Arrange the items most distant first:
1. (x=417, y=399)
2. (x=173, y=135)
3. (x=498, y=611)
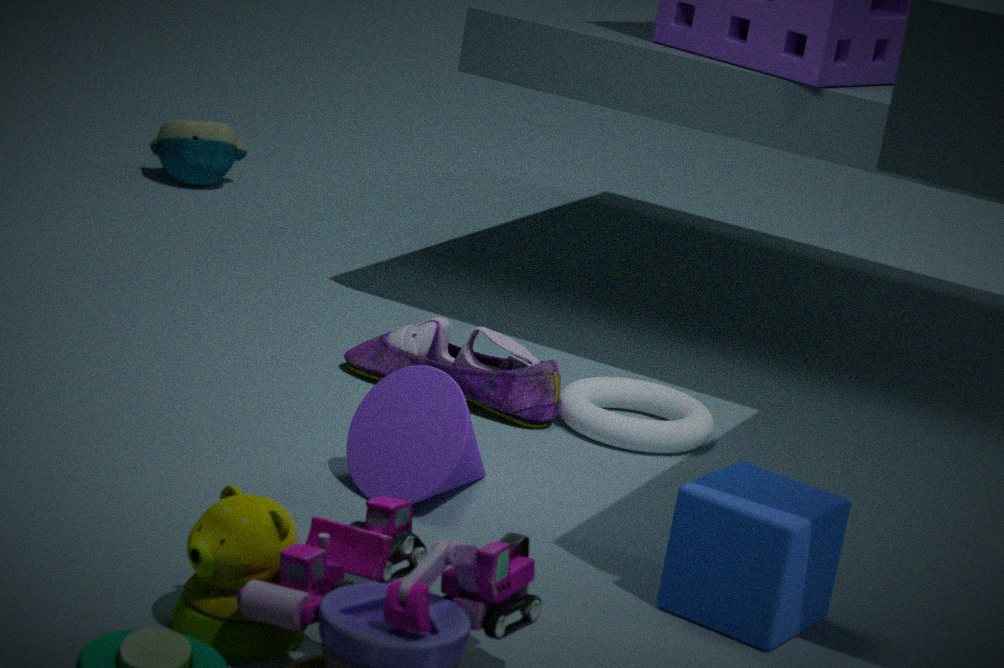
(x=173, y=135) < (x=417, y=399) < (x=498, y=611)
